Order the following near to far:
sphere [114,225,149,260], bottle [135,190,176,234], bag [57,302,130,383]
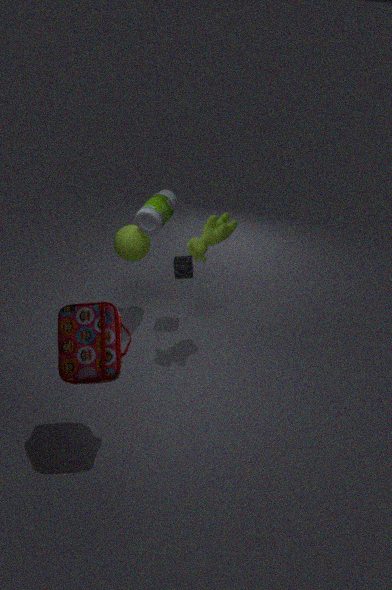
bag [57,302,130,383] → bottle [135,190,176,234] → sphere [114,225,149,260]
